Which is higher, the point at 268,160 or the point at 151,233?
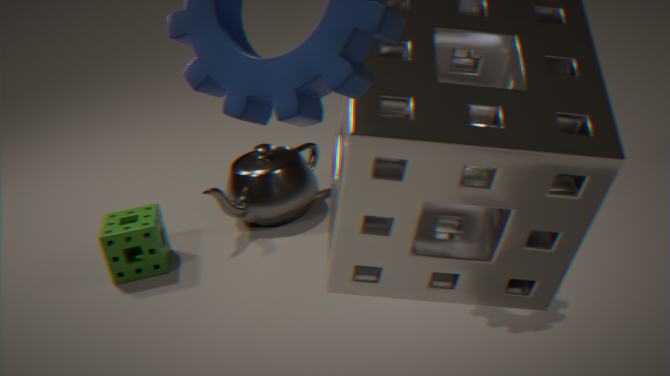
the point at 268,160
